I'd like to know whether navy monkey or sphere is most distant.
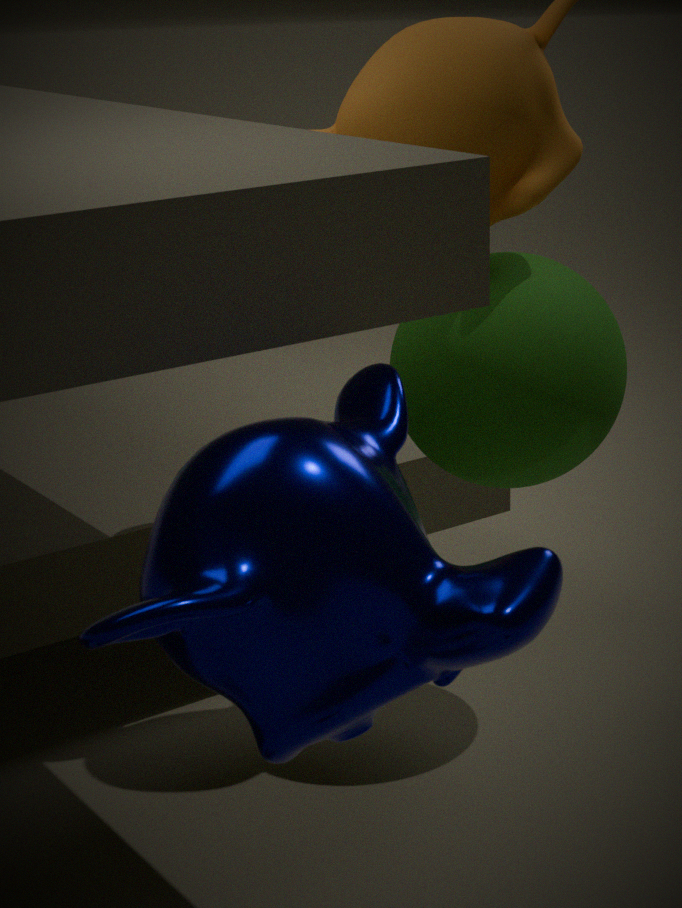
sphere
